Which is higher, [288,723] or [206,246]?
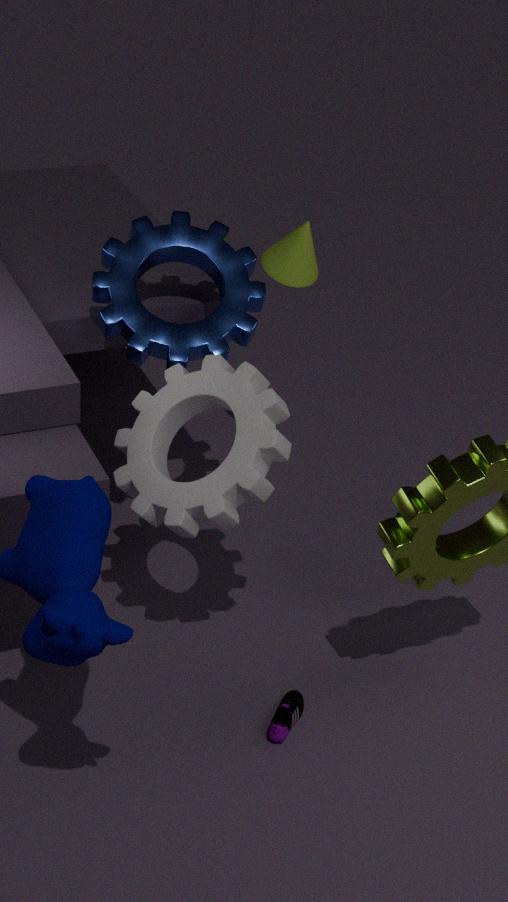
[206,246]
